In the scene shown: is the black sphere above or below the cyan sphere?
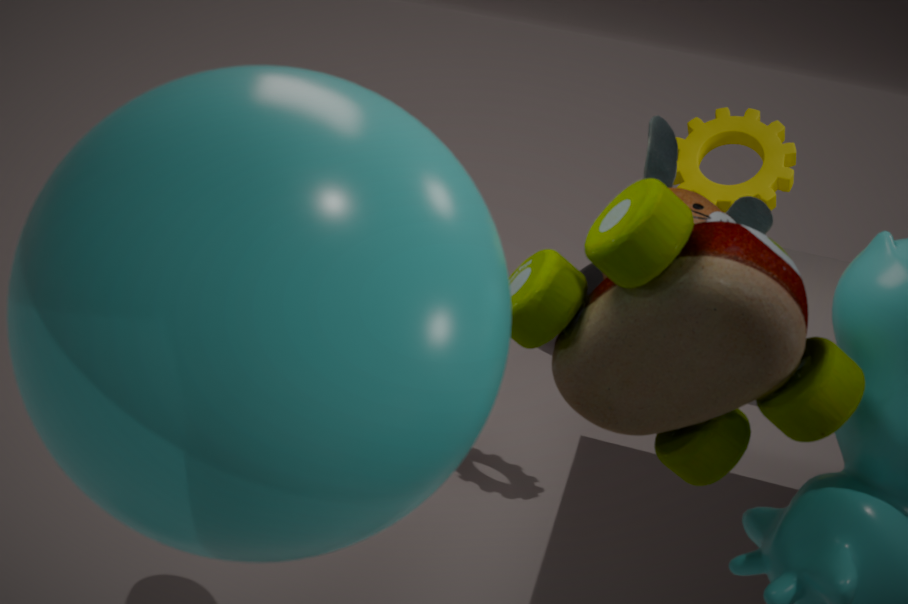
below
